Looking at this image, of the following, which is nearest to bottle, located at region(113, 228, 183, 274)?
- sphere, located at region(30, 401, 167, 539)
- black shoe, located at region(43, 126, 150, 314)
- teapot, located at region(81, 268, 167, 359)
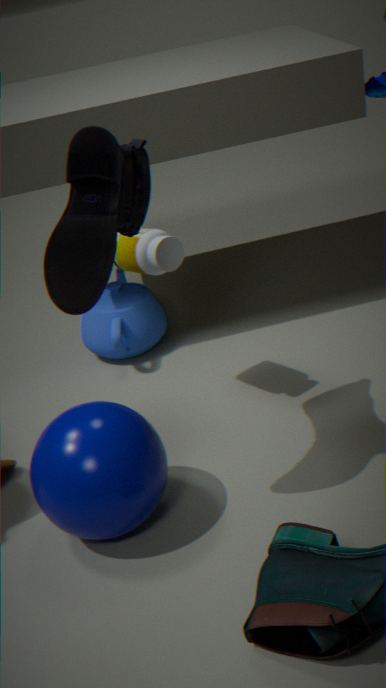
black shoe, located at region(43, 126, 150, 314)
